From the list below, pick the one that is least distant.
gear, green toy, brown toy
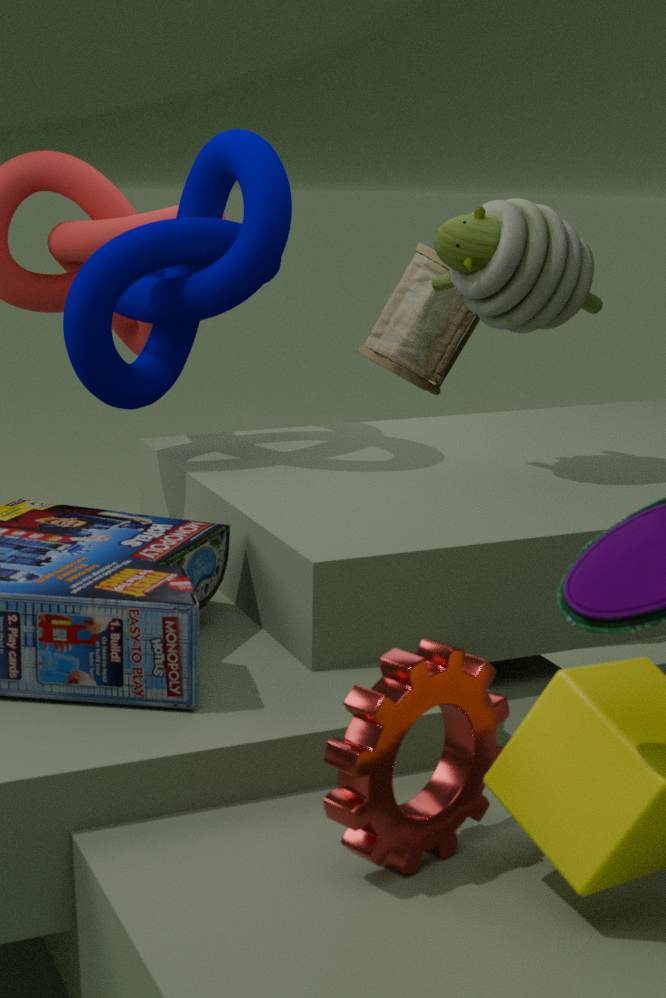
gear
